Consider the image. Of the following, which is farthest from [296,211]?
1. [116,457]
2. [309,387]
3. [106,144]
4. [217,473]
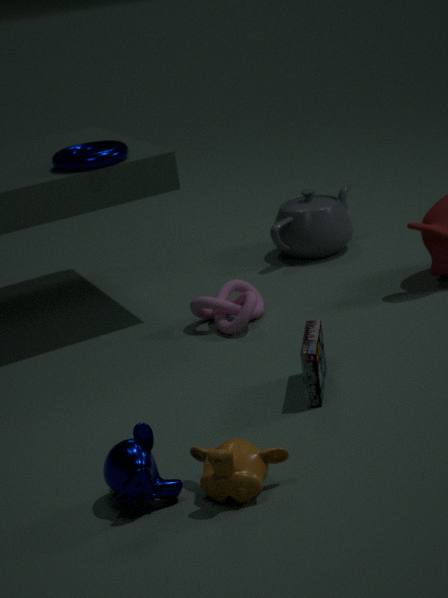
[116,457]
